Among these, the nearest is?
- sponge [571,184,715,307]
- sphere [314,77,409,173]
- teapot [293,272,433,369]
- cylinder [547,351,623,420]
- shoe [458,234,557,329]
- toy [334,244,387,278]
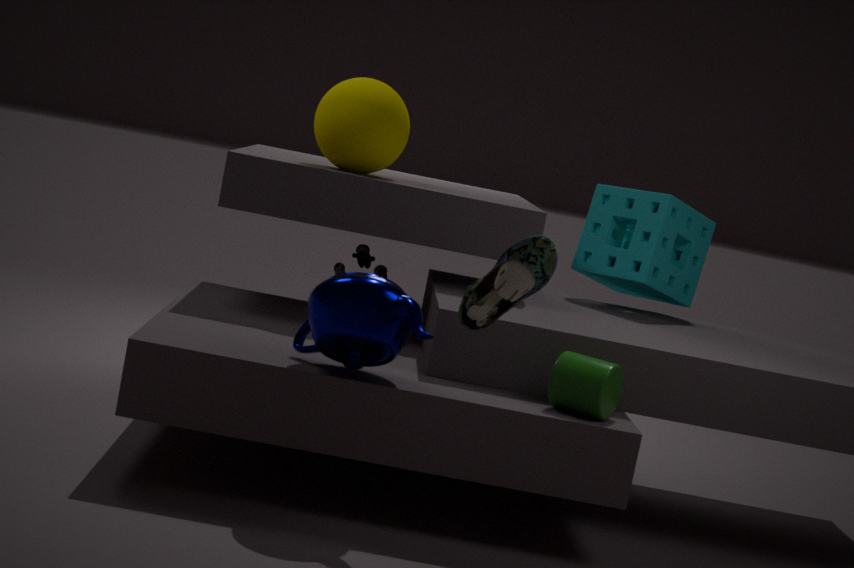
shoe [458,234,557,329]
